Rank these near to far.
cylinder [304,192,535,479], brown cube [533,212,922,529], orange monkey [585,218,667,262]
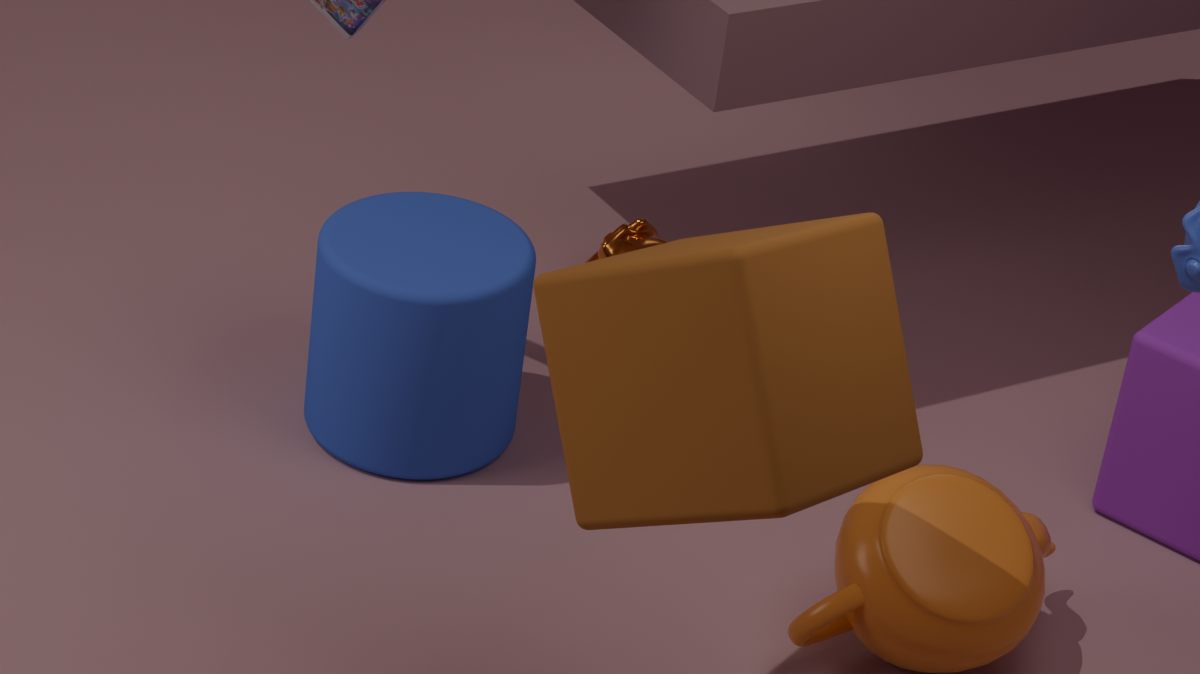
brown cube [533,212,922,529] < cylinder [304,192,535,479] < orange monkey [585,218,667,262]
